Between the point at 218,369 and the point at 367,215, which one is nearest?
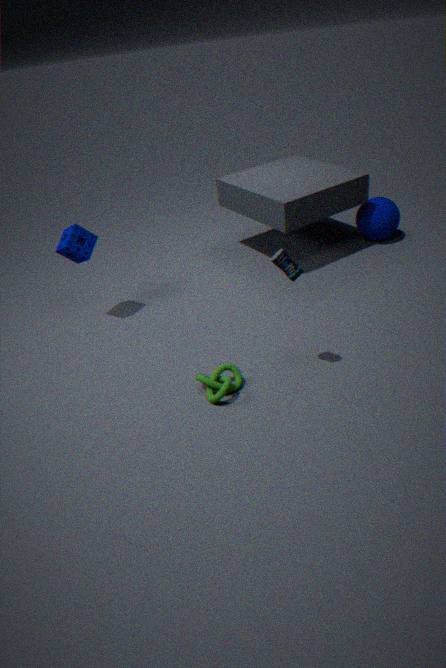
the point at 218,369
